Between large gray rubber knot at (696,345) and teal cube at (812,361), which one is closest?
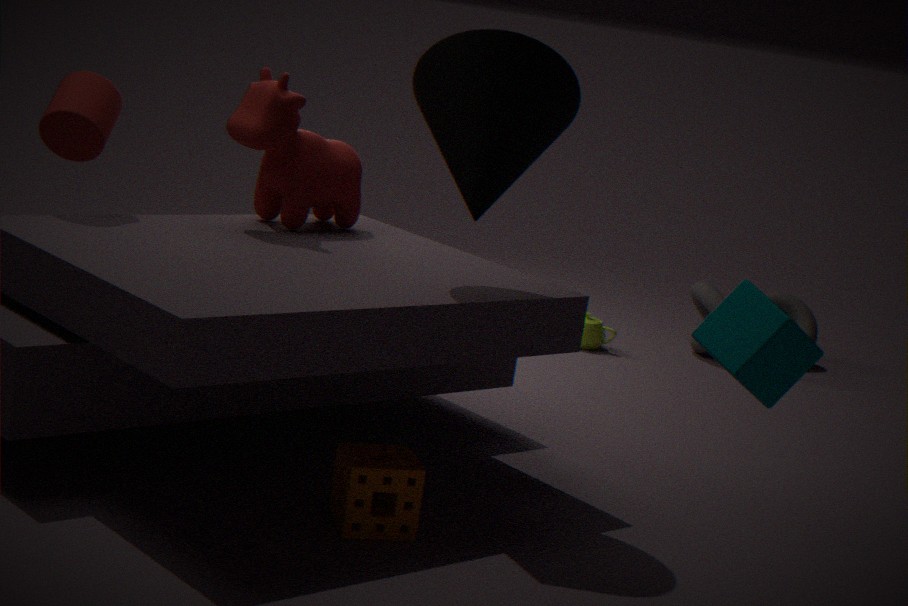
teal cube at (812,361)
